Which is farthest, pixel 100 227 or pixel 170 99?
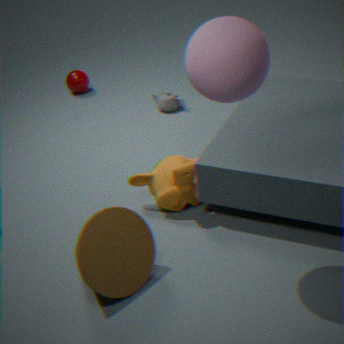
pixel 170 99
